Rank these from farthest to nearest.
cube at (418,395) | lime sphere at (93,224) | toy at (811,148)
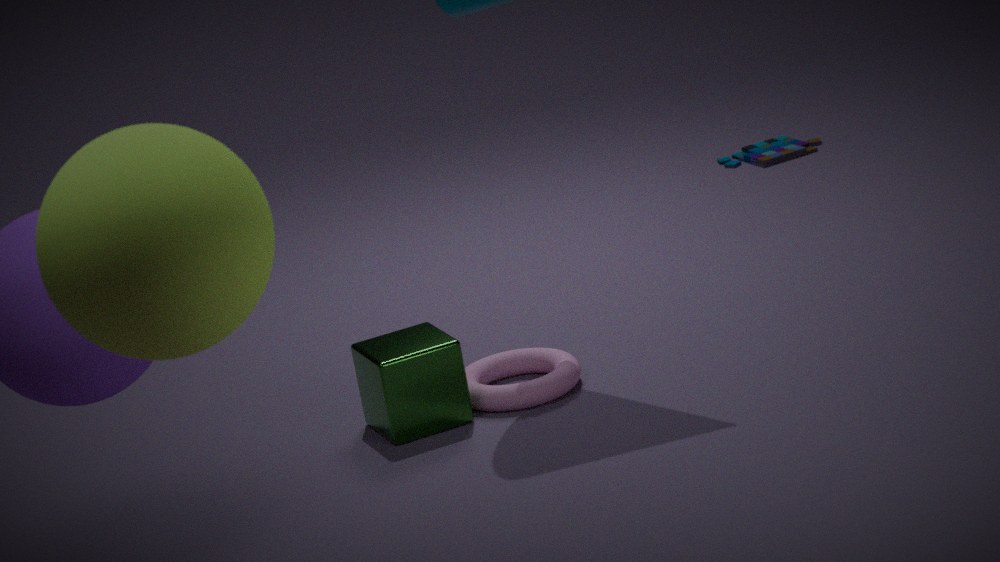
1. toy at (811,148)
2. cube at (418,395)
3. lime sphere at (93,224)
